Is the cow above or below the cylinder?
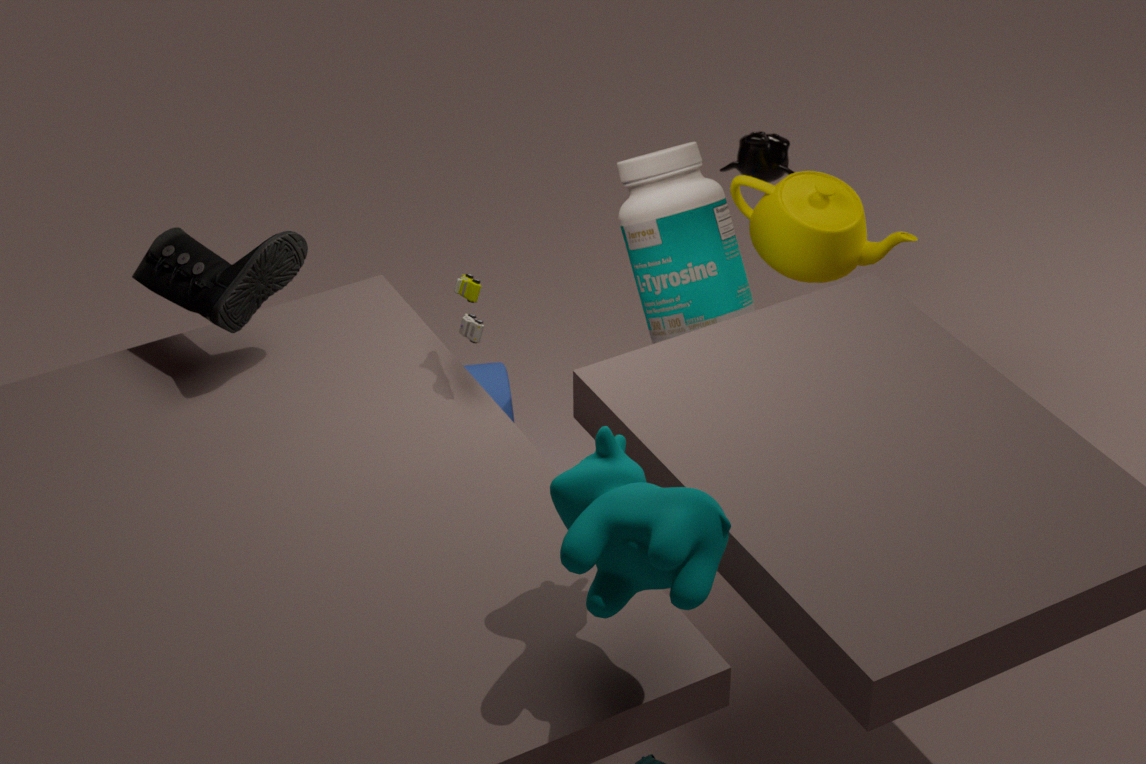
above
